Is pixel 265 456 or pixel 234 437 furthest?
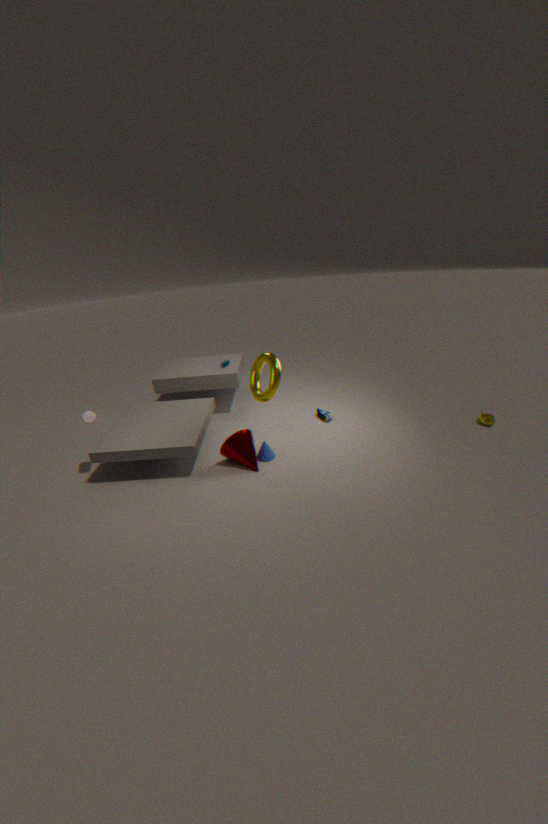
pixel 265 456
